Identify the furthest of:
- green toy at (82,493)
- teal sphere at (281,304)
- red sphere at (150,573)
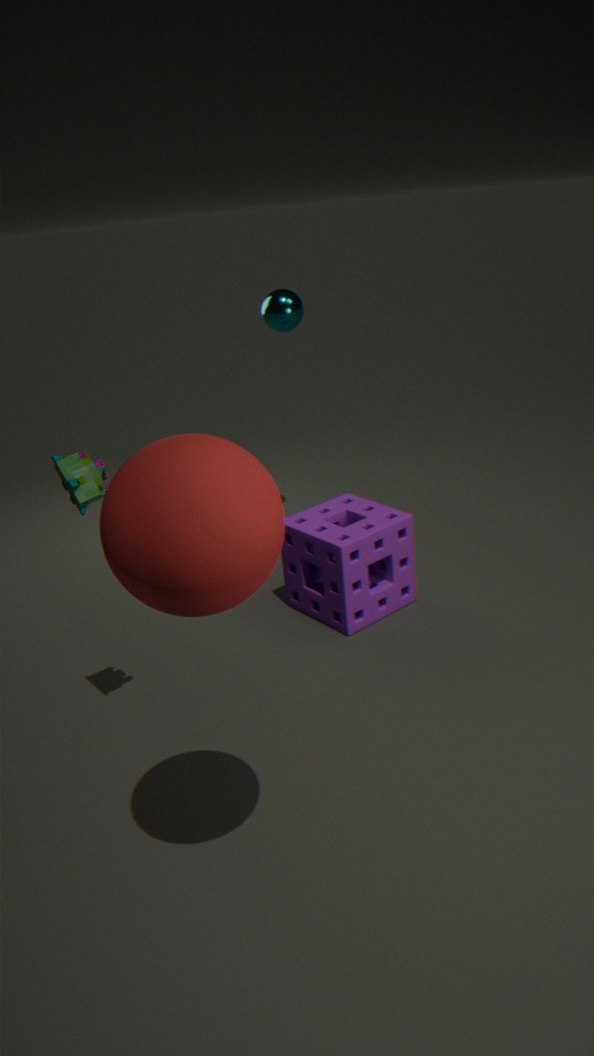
teal sphere at (281,304)
